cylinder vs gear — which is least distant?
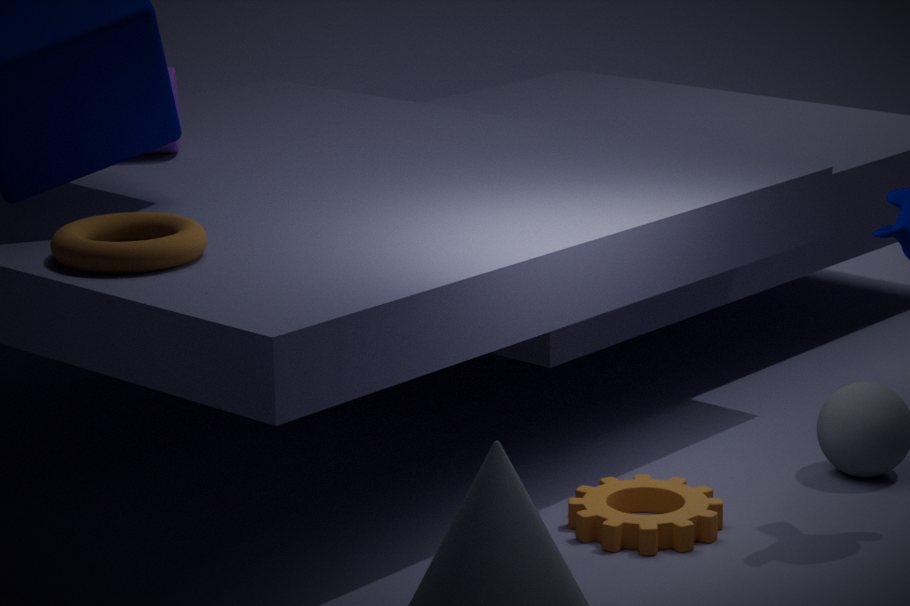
gear
